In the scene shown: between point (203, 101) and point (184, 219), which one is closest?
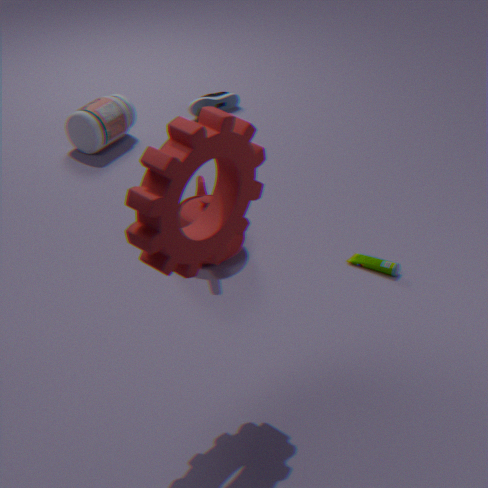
point (184, 219)
